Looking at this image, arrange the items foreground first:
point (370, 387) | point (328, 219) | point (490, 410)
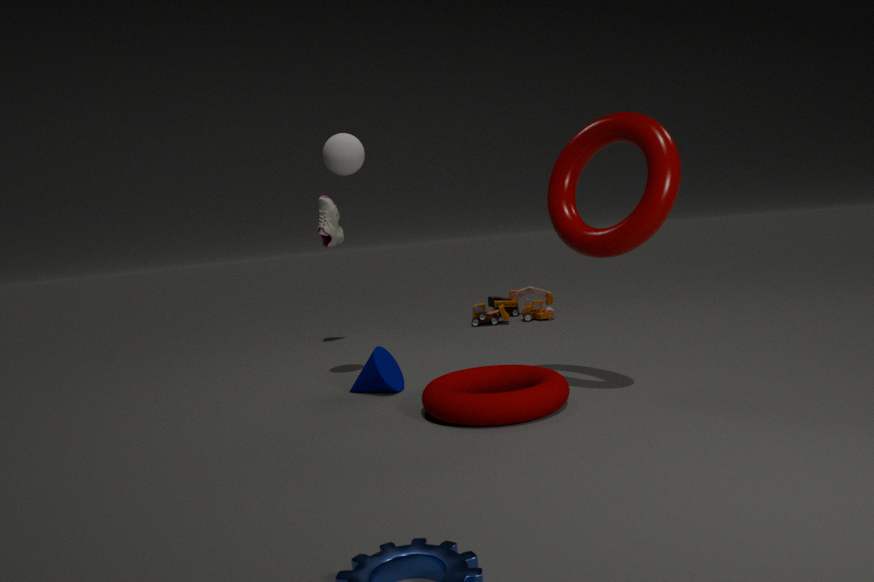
1. point (490, 410)
2. point (370, 387)
3. point (328, 219)
